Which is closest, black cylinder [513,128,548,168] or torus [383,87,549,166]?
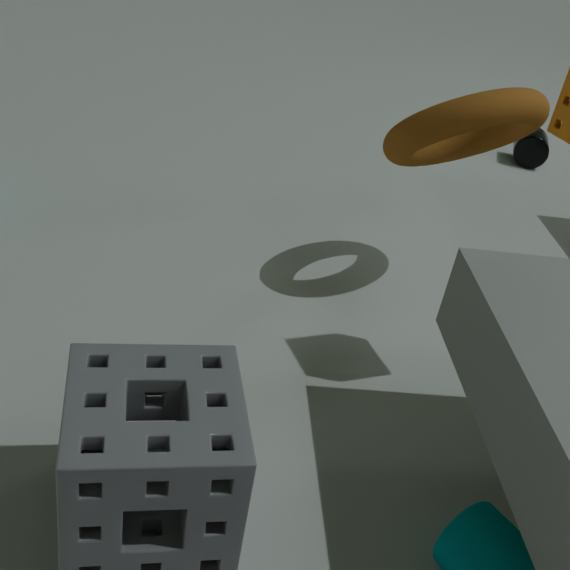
torus [383,87,549,166]
